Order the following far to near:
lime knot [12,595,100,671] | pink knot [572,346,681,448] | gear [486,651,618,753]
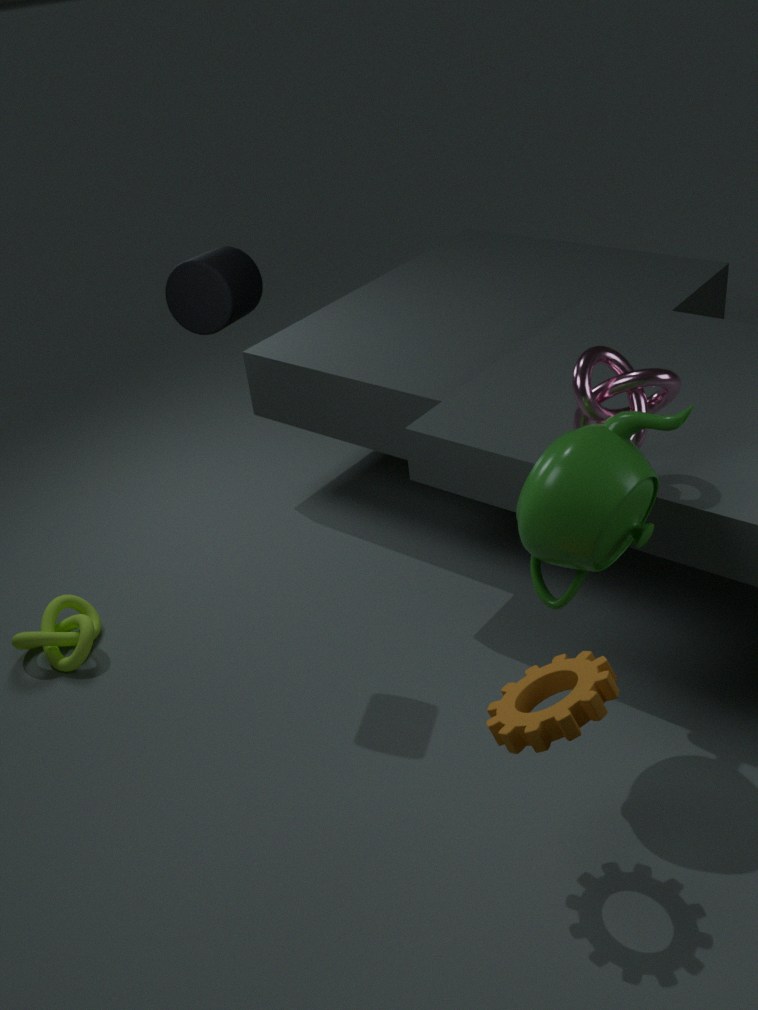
lime knot [12,595,100,671], pink knot [572,346,681,448], gear [486,651,618,753]
